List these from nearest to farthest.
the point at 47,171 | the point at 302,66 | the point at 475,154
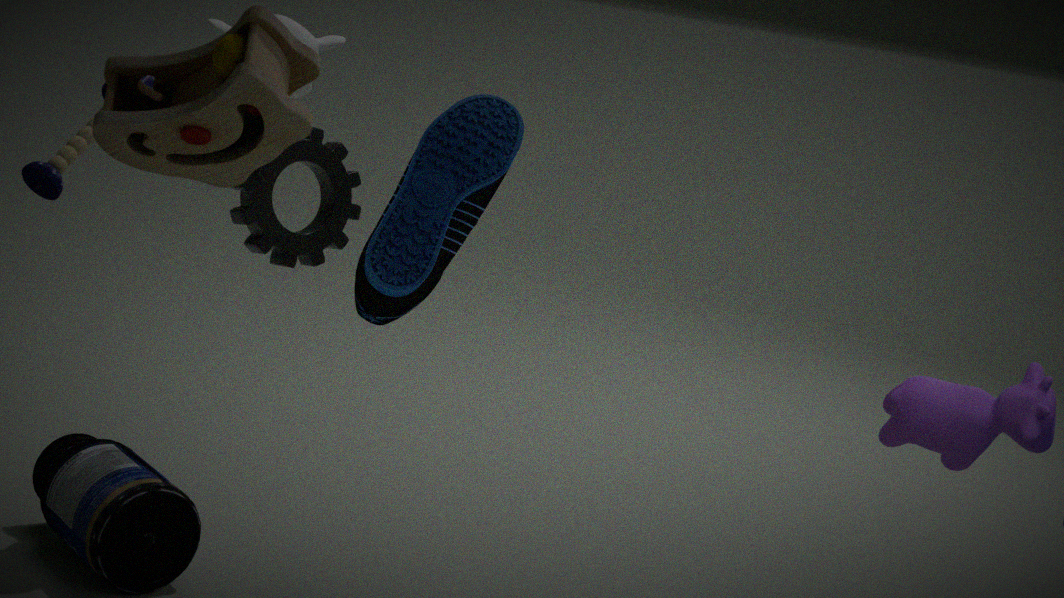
the point at 302,66 < the point at 47,171 < the point at 475,154
